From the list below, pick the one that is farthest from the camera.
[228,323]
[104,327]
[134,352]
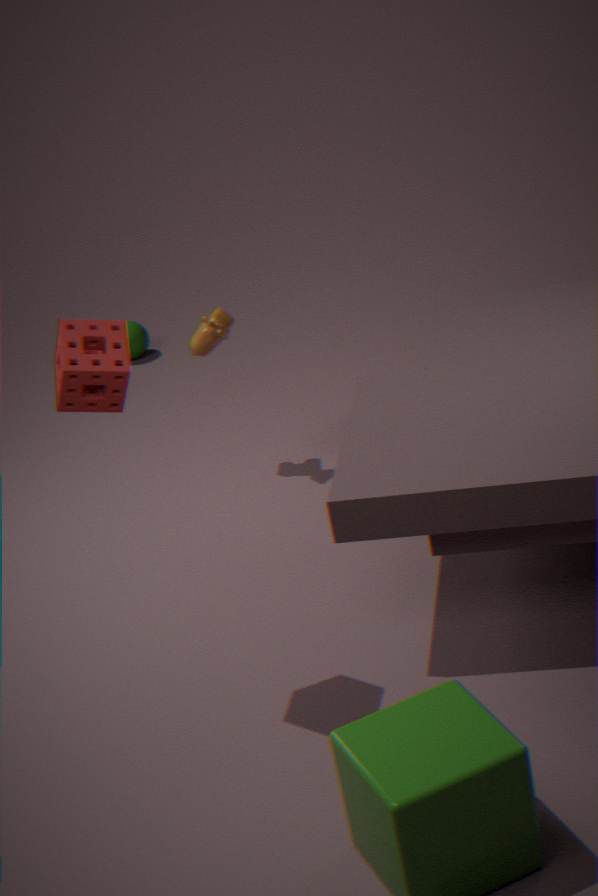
[134,352]
